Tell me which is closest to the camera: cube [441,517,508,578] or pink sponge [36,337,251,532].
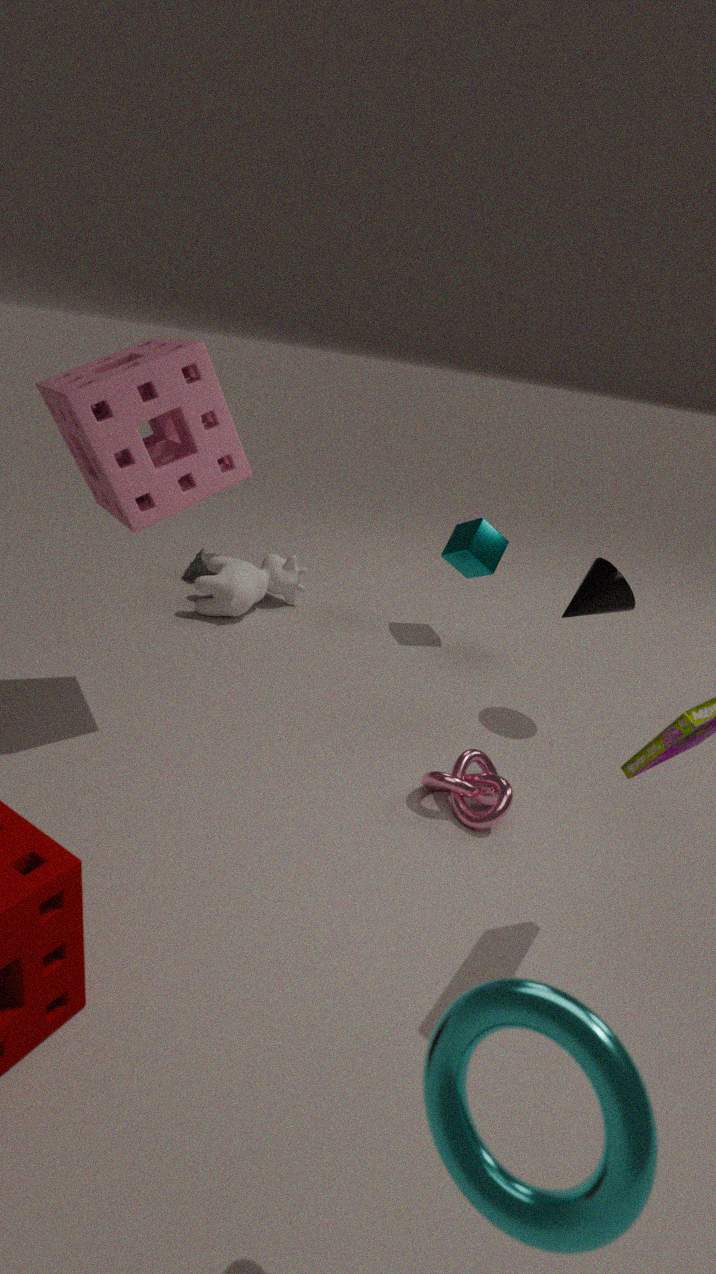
pink sponge [36,337,251,532]
